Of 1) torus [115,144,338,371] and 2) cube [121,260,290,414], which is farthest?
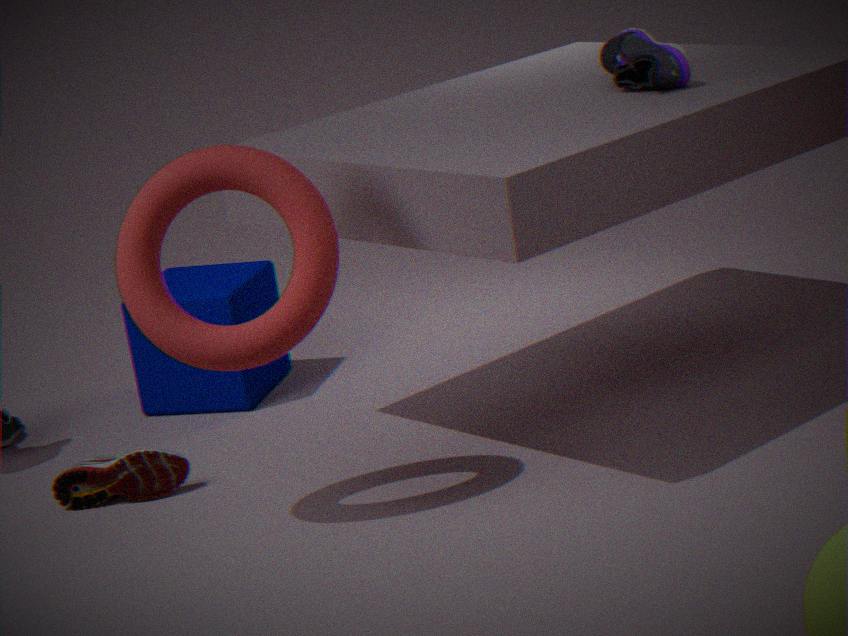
2. cube [121,260,290,414]
